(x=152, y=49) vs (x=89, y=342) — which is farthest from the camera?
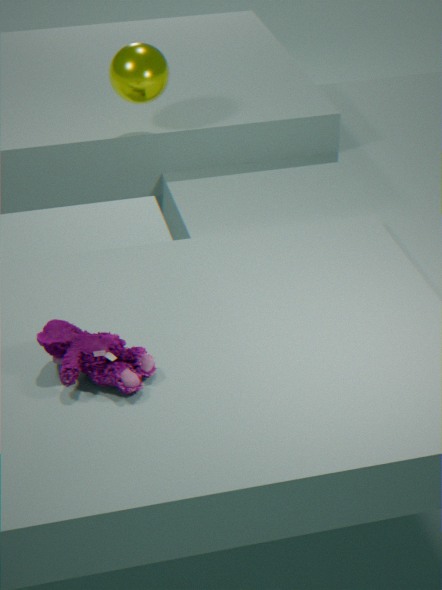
(x=152, y=49)
